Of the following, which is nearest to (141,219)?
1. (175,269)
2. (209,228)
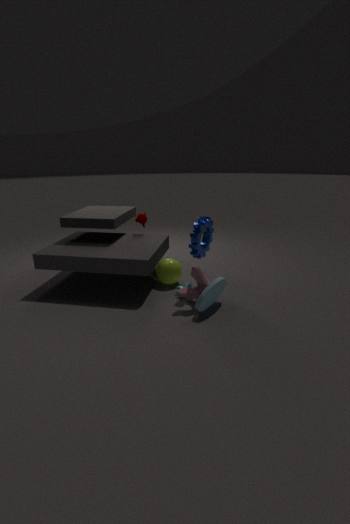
(175,269)
